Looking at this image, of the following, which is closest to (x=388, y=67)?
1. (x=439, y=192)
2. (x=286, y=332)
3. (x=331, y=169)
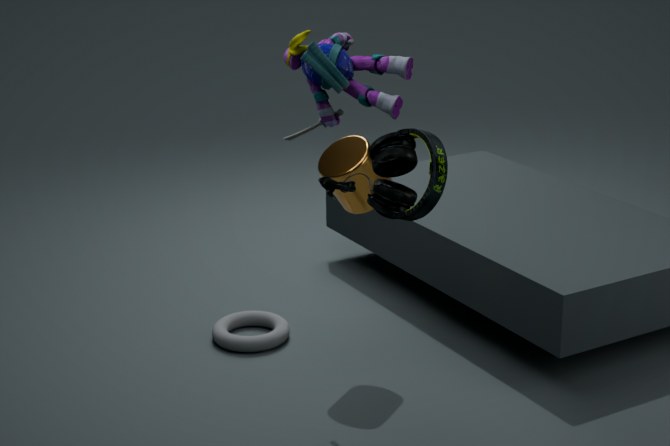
(x=439, y=192)
